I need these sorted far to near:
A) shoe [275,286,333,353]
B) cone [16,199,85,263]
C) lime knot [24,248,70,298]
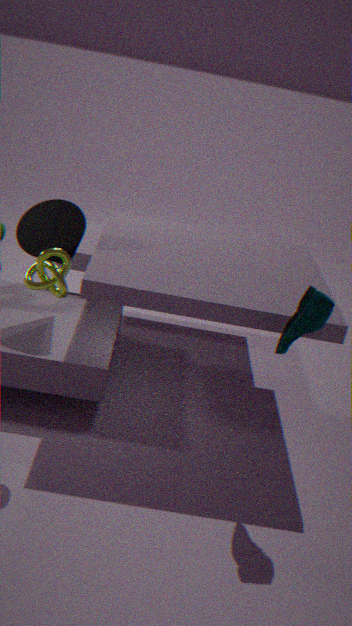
cone [16,199,85,263] → lime knot [24,248,70,298] → shoe [275,286,333,353]
